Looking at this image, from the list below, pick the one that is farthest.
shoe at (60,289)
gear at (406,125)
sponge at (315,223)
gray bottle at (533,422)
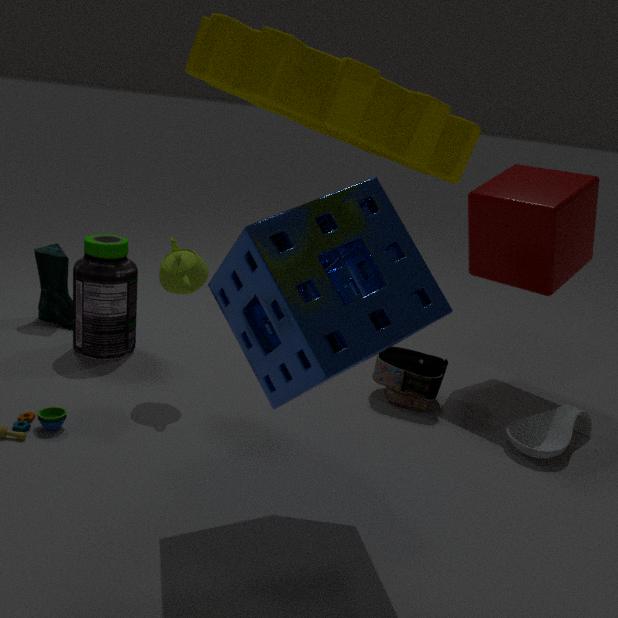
shoe at (60,289)
